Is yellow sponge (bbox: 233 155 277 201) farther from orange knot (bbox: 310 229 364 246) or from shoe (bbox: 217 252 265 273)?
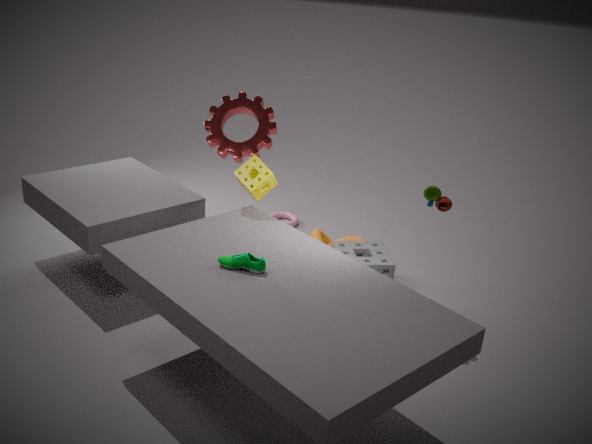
orange knot (bbox: 310 229 364 246)
